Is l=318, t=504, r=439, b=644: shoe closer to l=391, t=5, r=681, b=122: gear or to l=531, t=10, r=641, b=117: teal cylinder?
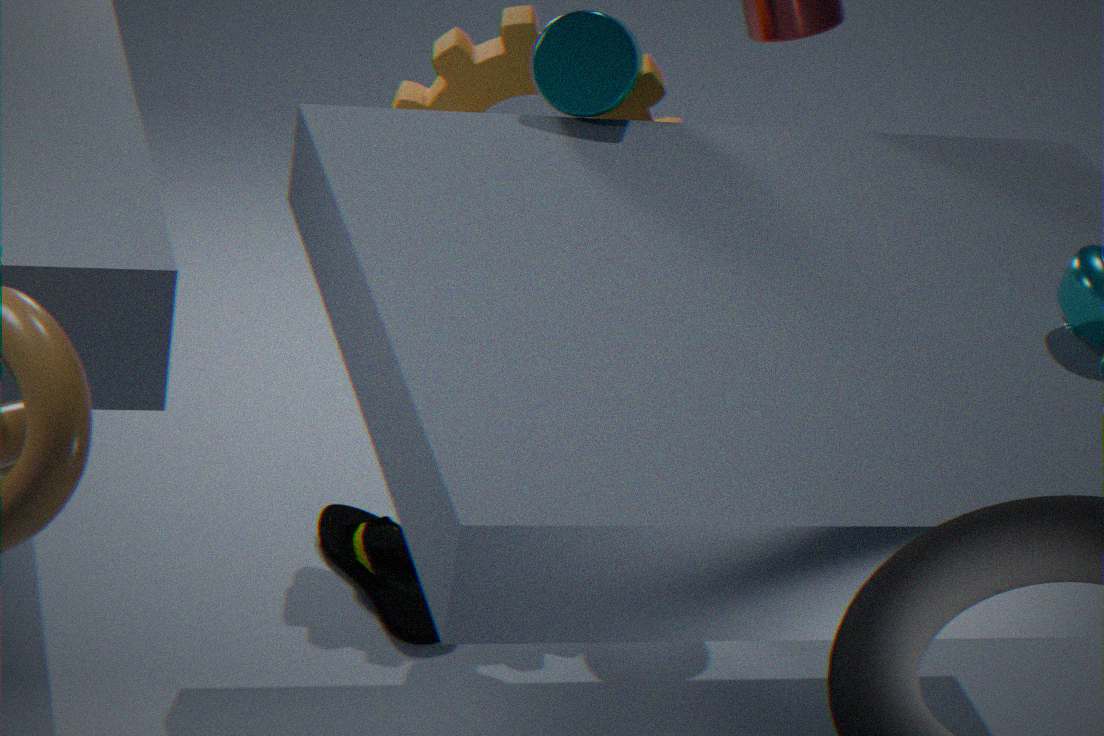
l=391, t=5, r=681, b=122: gear
